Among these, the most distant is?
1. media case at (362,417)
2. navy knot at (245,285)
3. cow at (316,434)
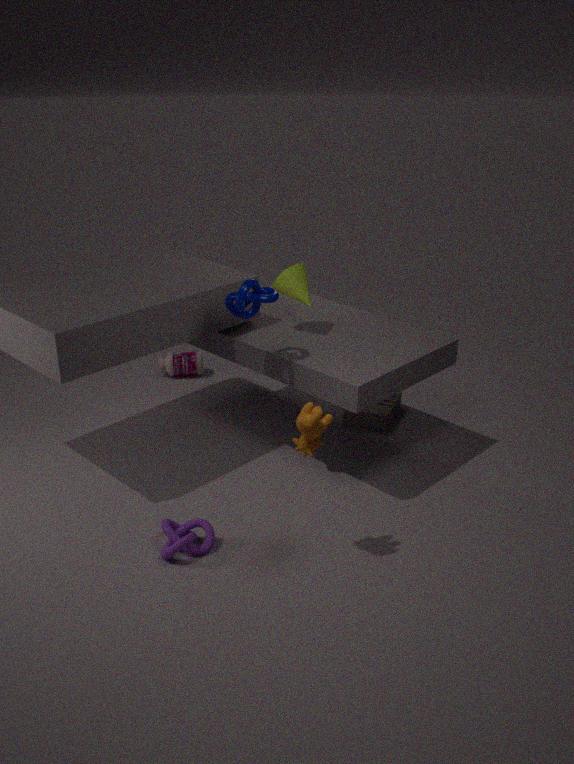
media case at (362,417)
